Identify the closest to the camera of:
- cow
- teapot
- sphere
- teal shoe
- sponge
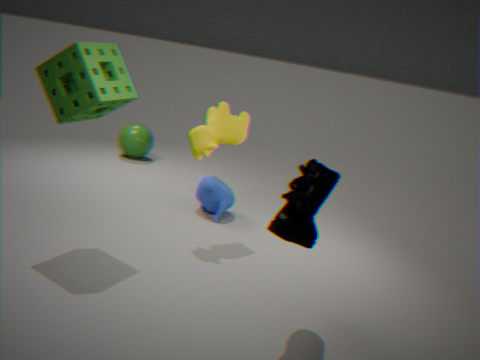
teal shoe
